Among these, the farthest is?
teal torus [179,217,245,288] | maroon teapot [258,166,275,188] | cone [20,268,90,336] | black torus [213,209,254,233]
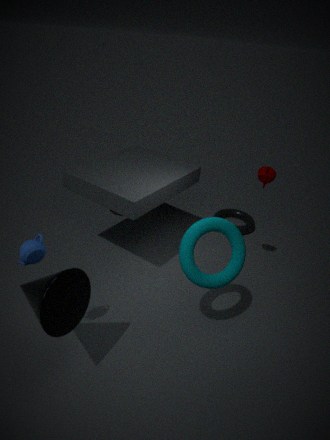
black torus [213,209,254,233]
